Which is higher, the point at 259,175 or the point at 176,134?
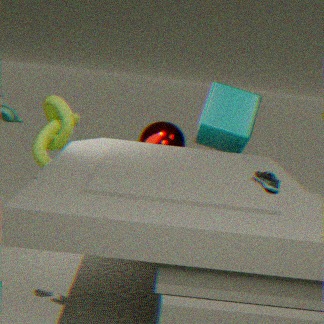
the point at 259,175
